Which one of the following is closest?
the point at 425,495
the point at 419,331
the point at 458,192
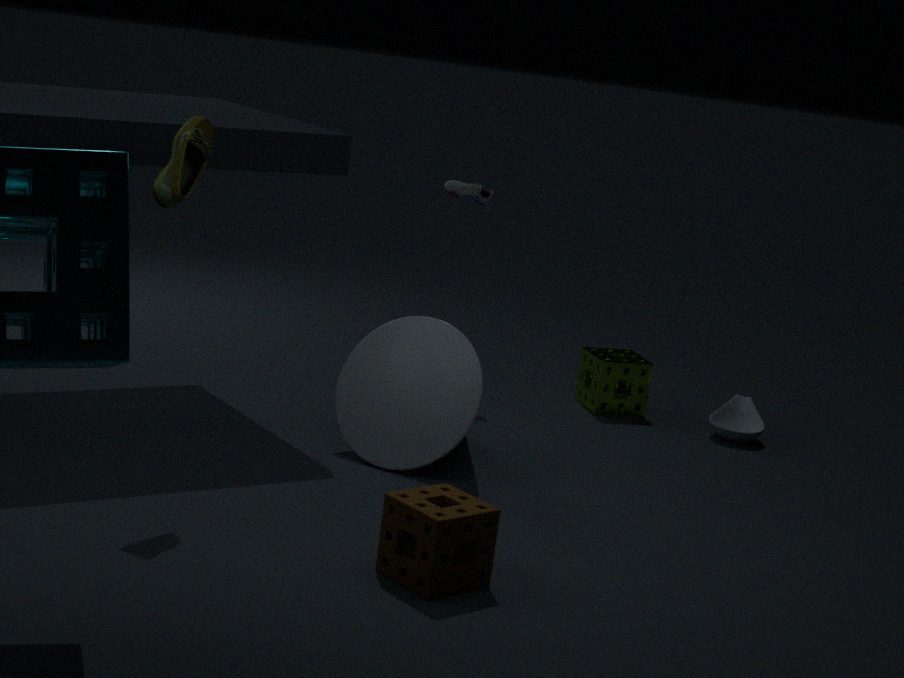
the point at 425,495
